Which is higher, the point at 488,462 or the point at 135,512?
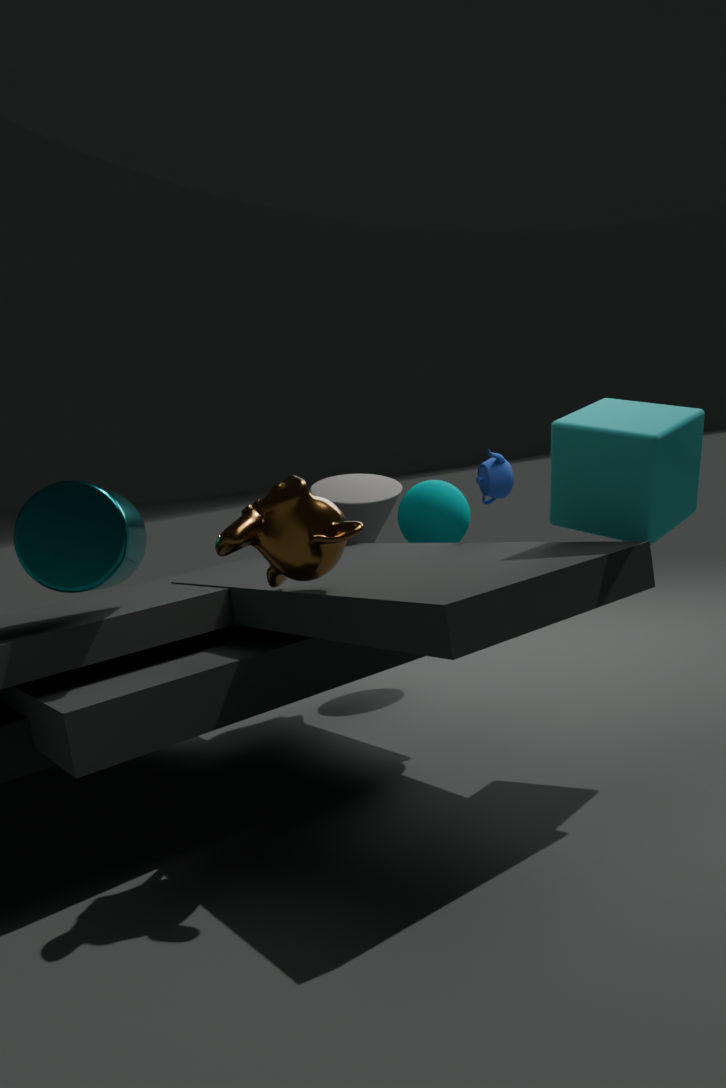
the point at 135,512
